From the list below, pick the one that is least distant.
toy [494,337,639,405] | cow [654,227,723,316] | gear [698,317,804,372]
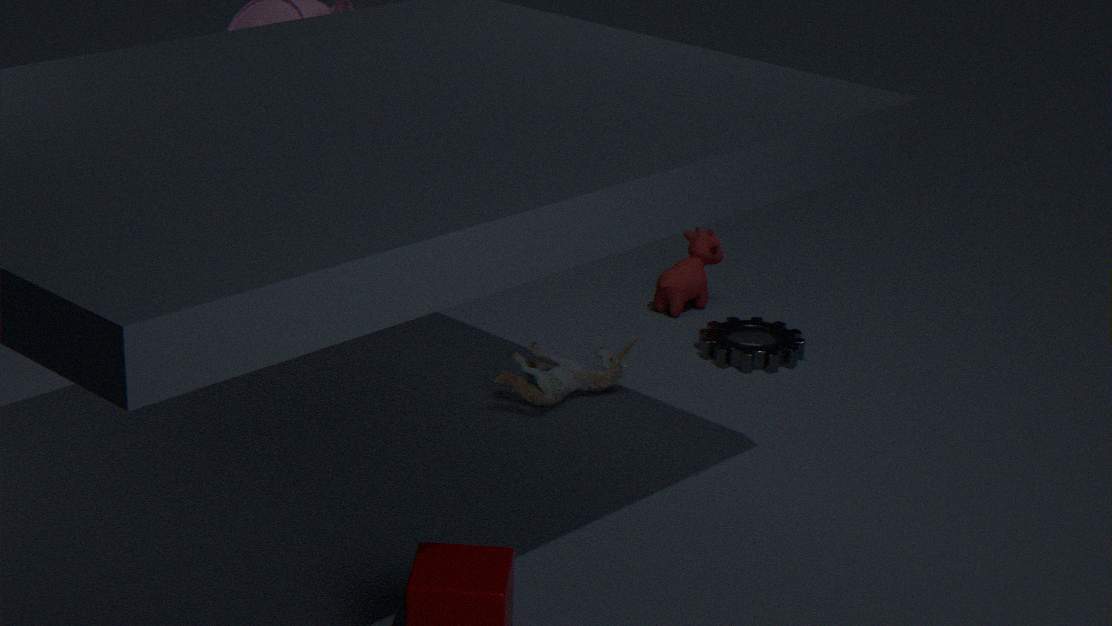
toy [494,337,639,405]
